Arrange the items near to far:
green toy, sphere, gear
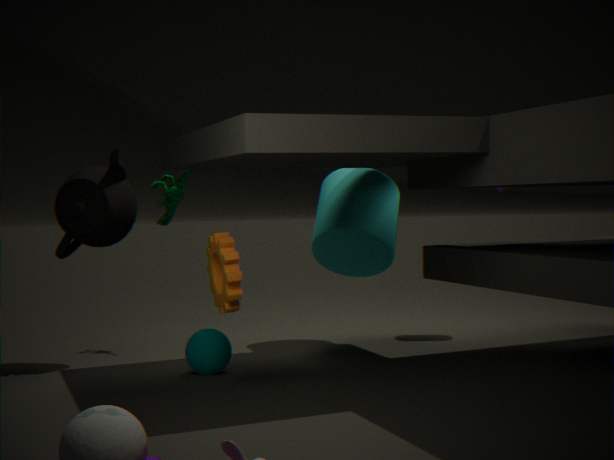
1. gear
2. sphere
3. green toy
